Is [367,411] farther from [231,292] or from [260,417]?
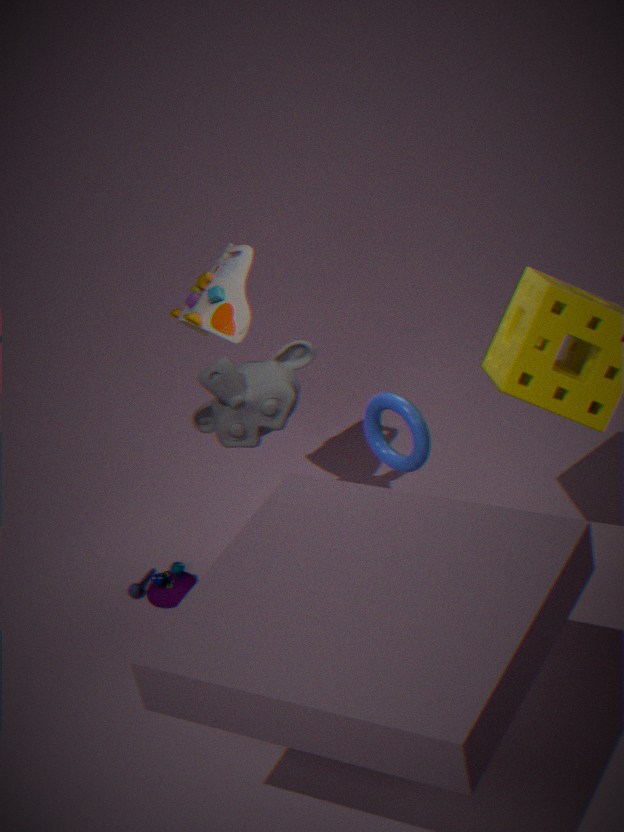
[231,292]
